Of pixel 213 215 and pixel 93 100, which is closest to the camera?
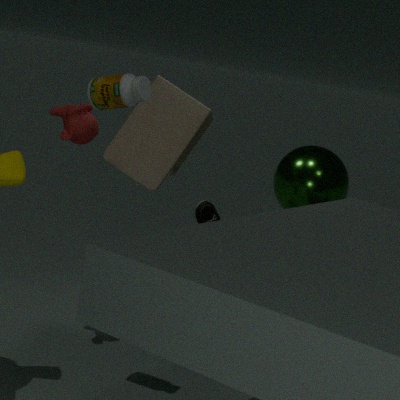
pixel 93 100
